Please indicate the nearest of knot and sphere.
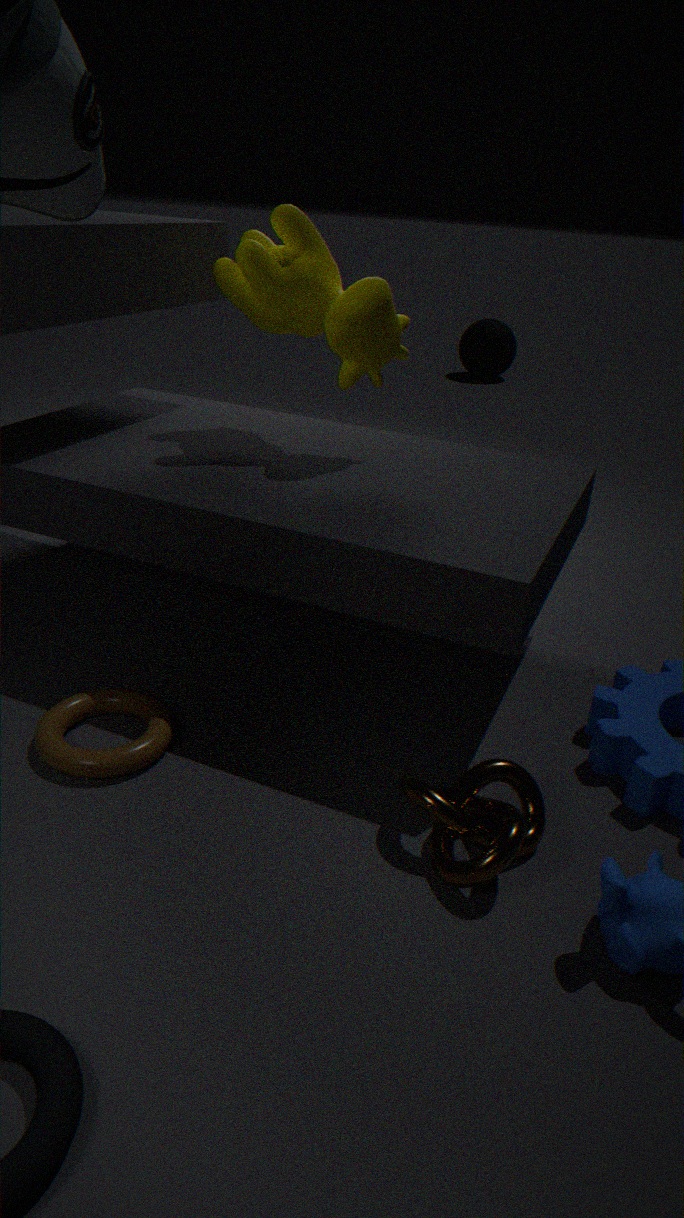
knot
